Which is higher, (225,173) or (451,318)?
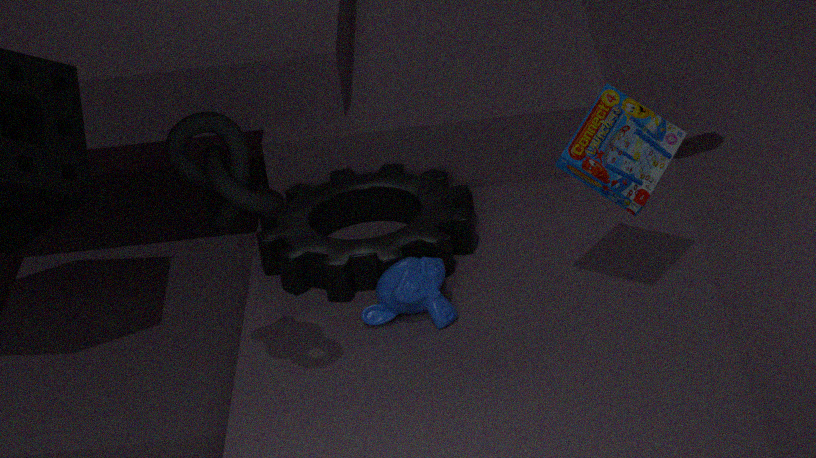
(225,173)
